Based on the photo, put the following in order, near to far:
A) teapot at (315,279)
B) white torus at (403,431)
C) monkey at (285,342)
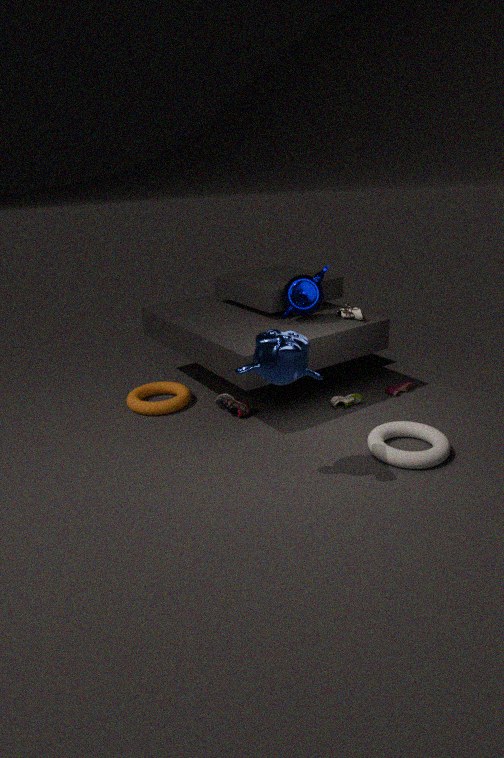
1. monkey at (285,342)
2. white torus at (403,431)
3. teapot at (315,279)
